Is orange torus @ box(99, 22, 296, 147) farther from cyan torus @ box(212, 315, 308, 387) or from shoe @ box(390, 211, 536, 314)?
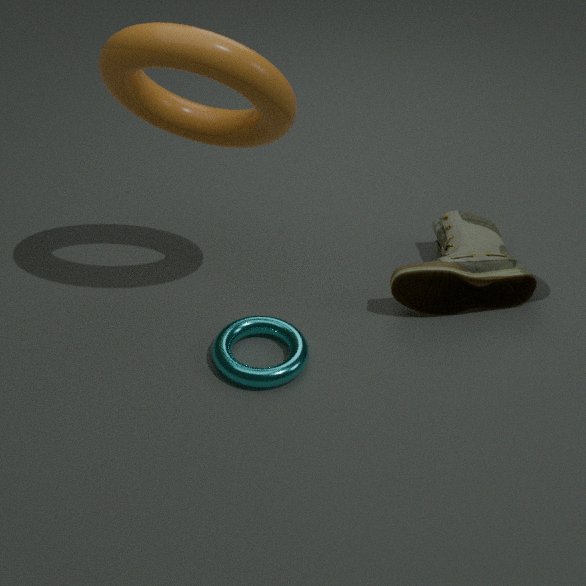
shoe @ box(390, 211, 536, 314)
